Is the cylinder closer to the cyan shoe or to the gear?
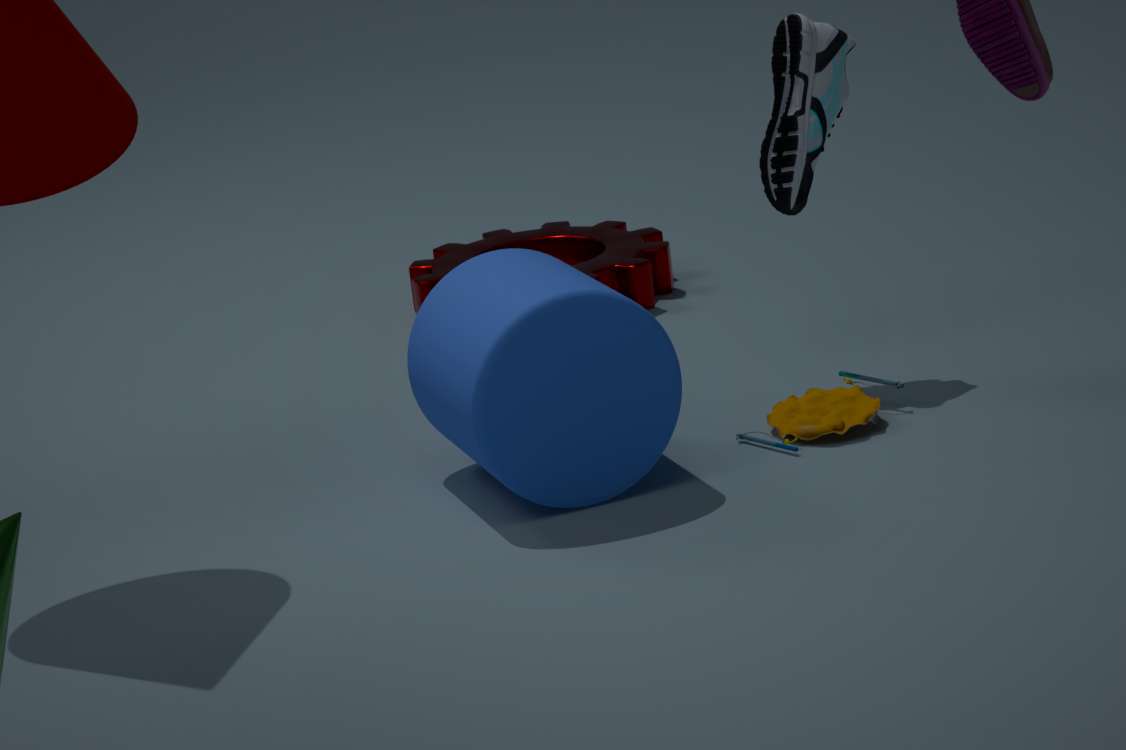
the cyan shoe
